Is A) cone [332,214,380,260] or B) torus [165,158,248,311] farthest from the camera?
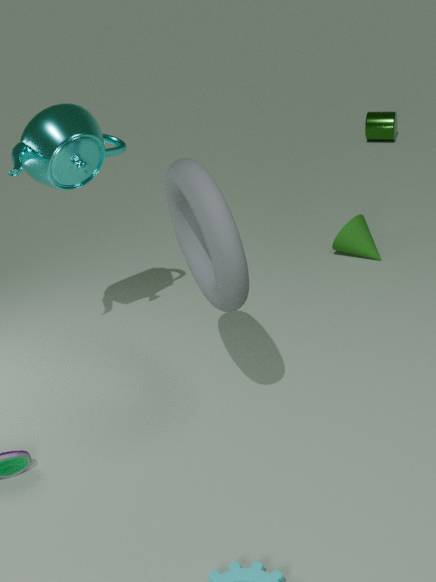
A. cone [332,214,380,260]
